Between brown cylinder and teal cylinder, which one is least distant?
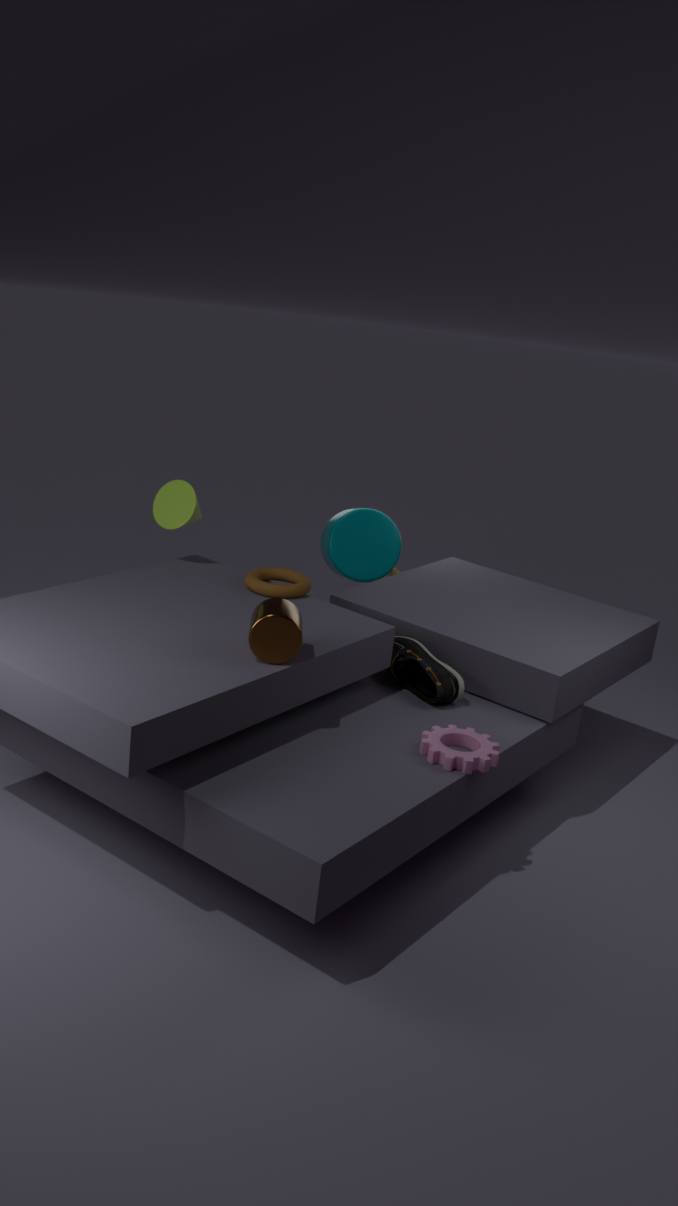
brown cylinder
